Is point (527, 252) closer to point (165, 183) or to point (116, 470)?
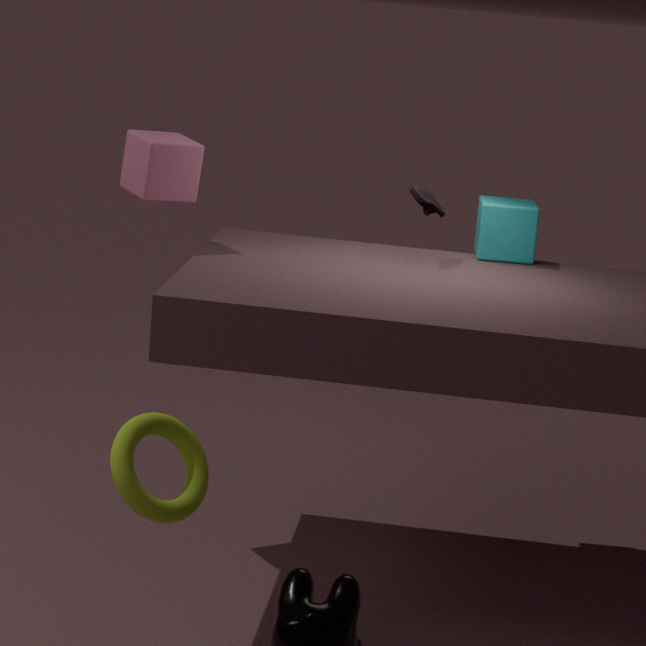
point (165, 183)
